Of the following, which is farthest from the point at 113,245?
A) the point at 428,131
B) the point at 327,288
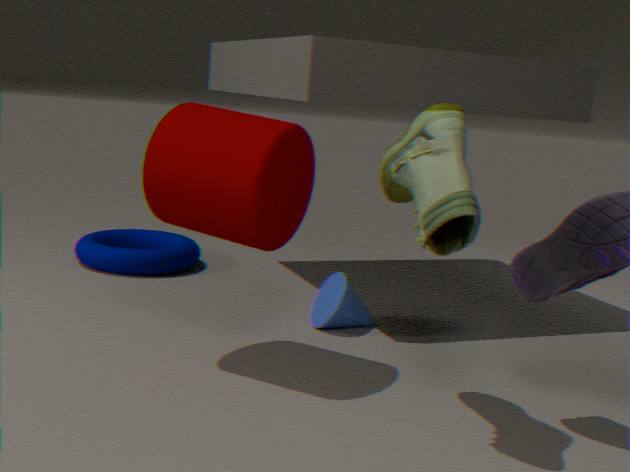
the point at 428,131
